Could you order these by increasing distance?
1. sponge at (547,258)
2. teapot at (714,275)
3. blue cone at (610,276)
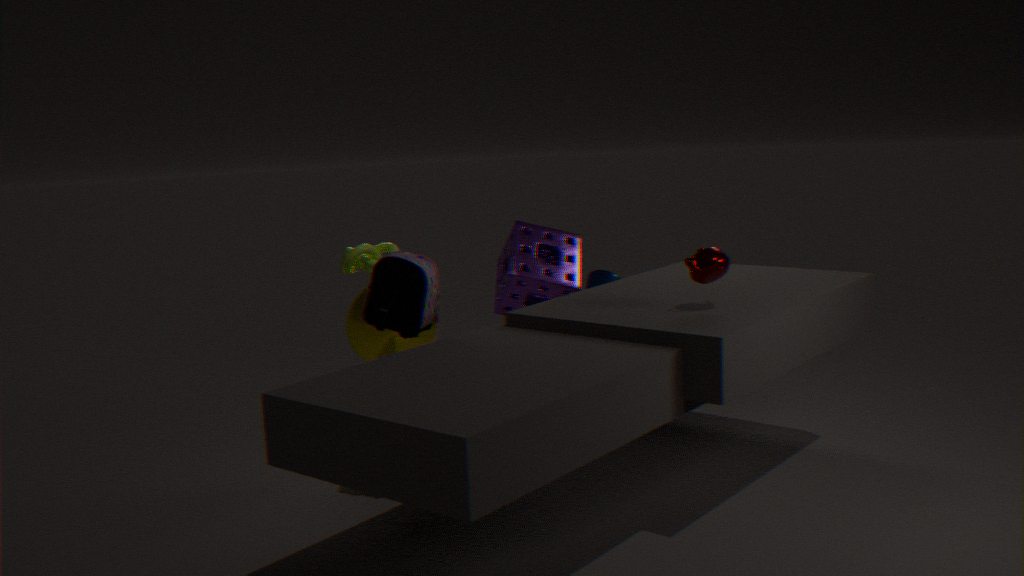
1. teapot at (714,275)
2. sponge at (547,258)
3. blue cone at (610,276)
